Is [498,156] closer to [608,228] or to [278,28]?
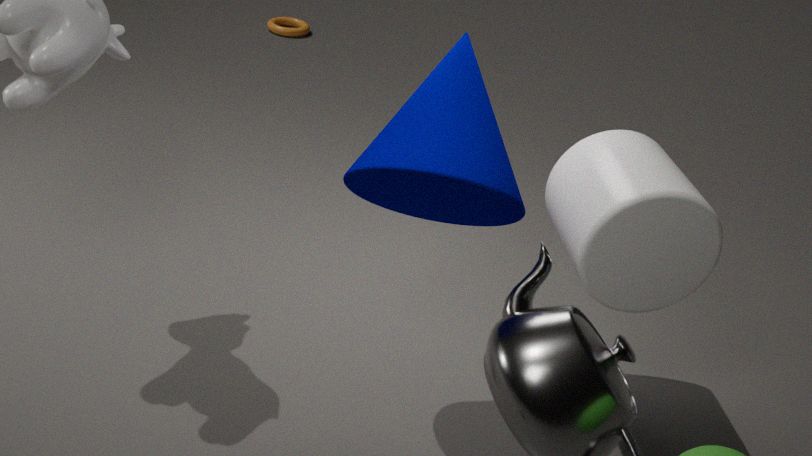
[608,228]
